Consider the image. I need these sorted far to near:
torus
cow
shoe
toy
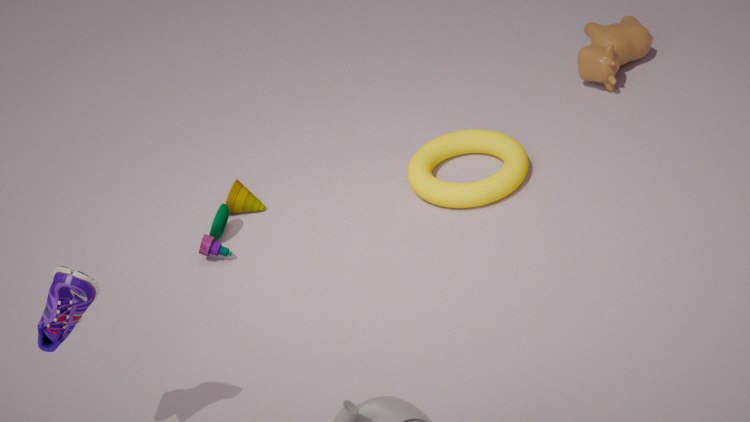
1. cow
2. torus
3. toy
4. shoe
